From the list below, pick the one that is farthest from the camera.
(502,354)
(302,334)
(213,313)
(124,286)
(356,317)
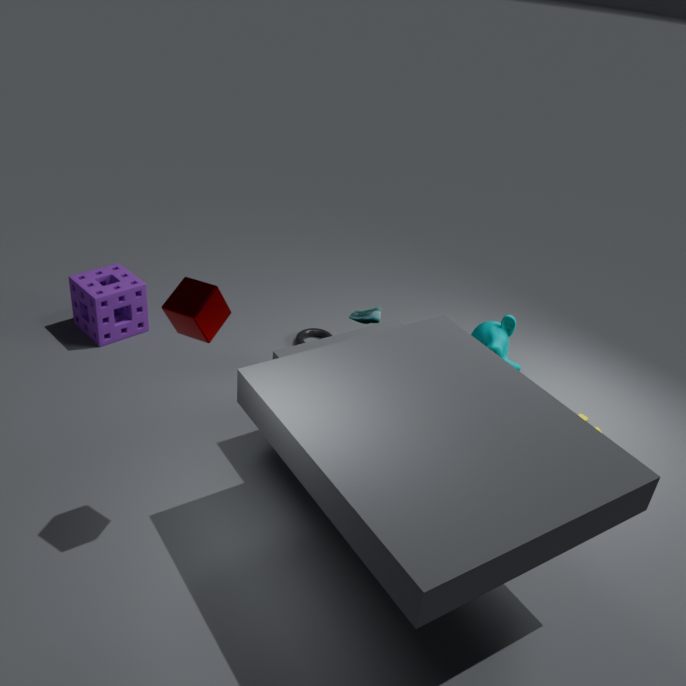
(302,334)
